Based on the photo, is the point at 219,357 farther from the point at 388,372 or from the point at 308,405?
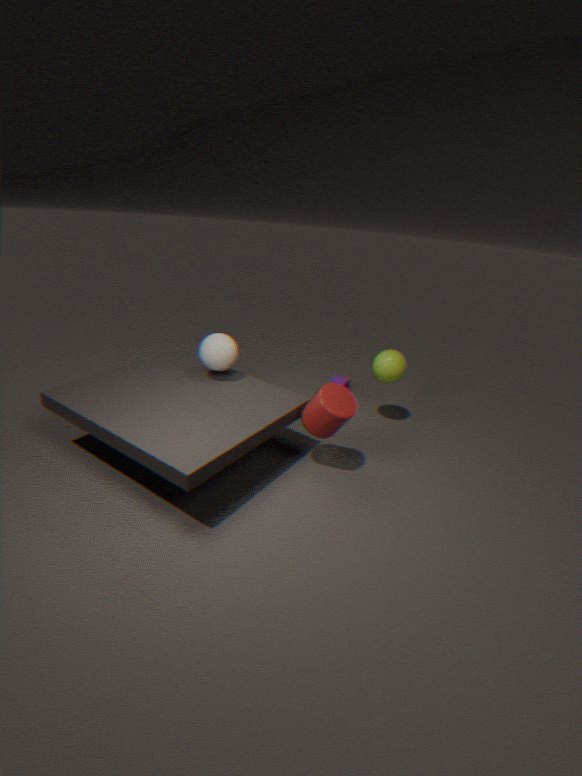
the point at 388,372
